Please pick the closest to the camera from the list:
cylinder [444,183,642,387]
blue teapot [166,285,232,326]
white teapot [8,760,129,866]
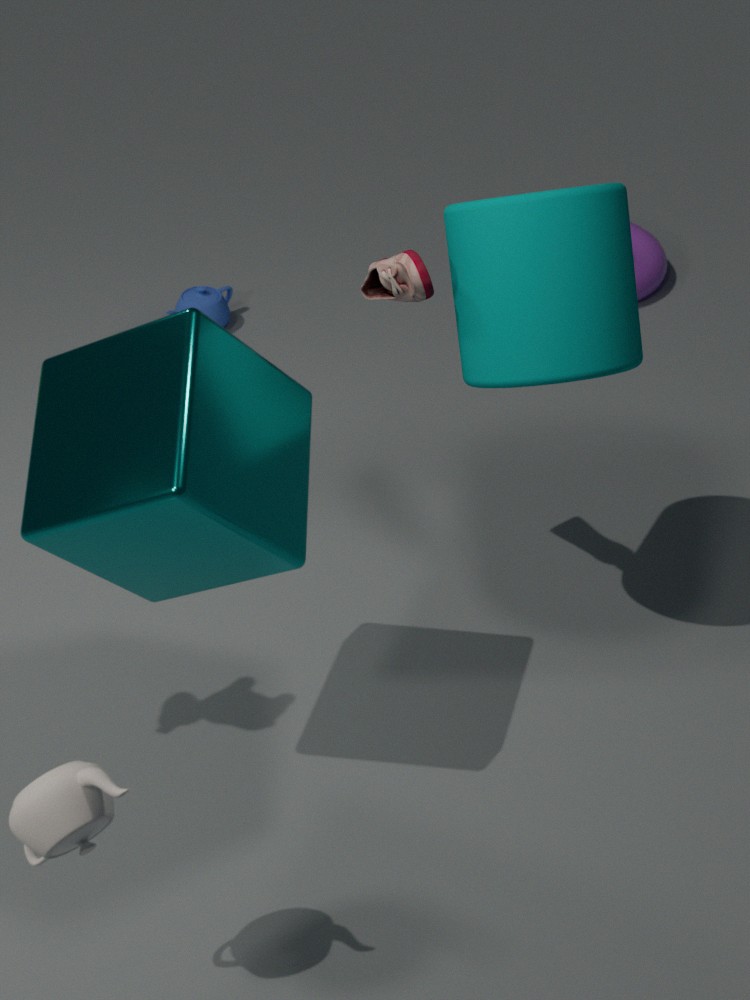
white teapot [8,760,129,866]
